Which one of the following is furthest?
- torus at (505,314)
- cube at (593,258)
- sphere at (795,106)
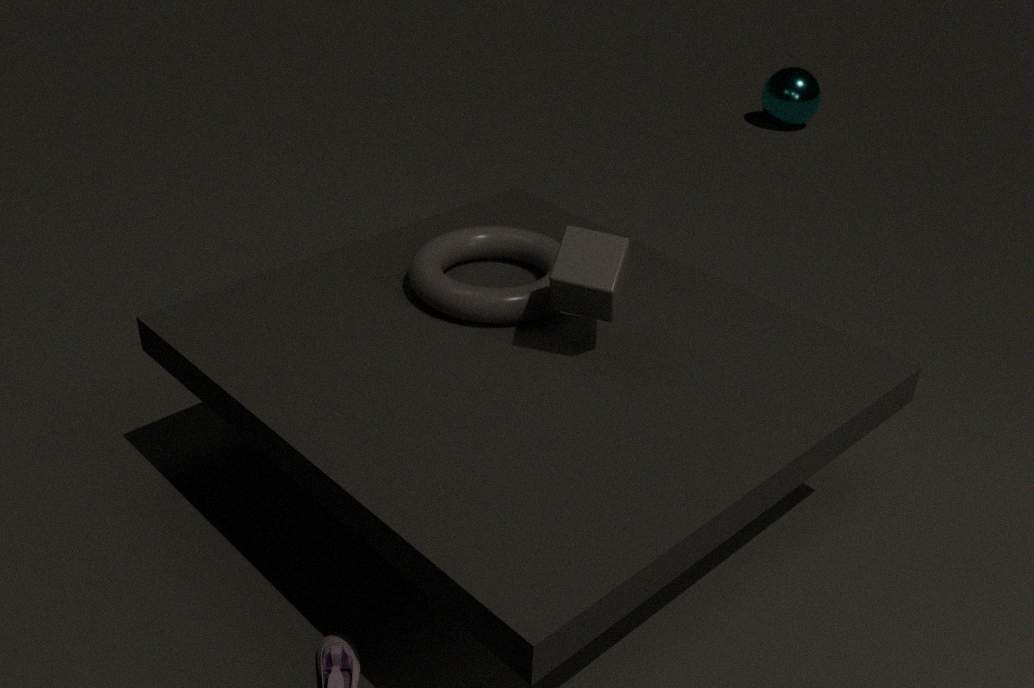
sphere at (795,106)
